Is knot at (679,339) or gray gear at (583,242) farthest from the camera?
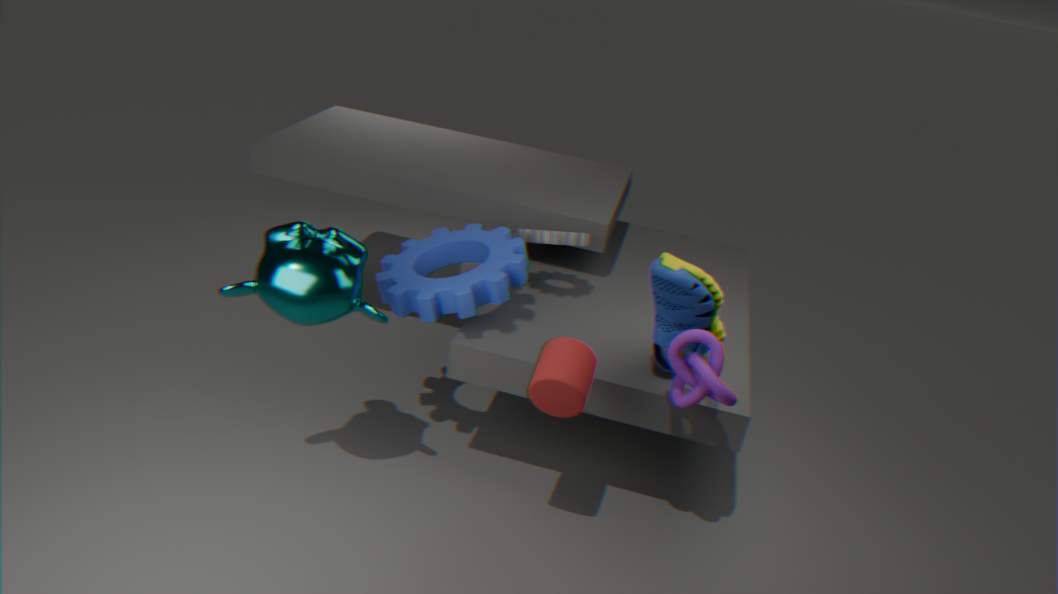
gray gear at (583,242)
